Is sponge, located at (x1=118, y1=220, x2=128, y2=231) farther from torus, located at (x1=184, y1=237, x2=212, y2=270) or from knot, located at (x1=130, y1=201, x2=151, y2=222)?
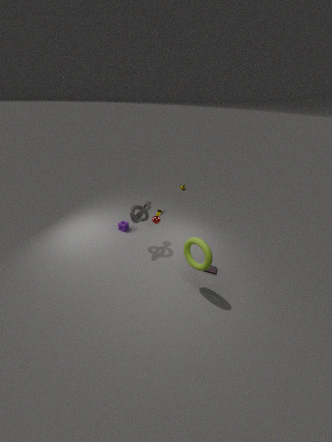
torus, located at (x1=184, y1=237, x2=212, y2=270)
